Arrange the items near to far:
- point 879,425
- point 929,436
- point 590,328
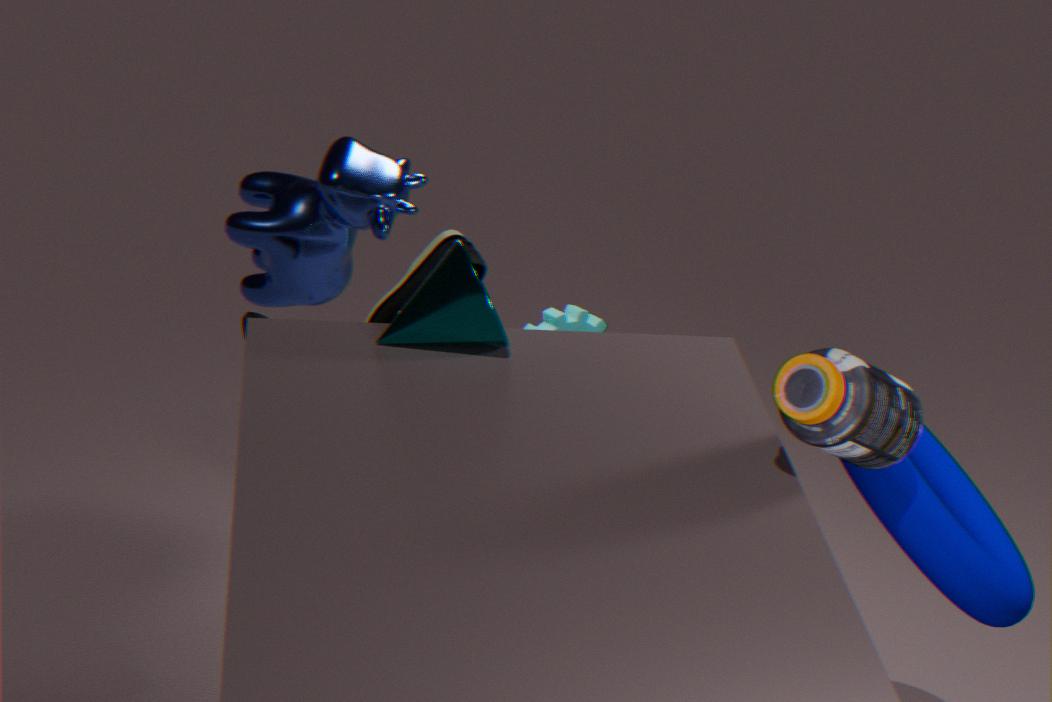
1. point 879,425
2. point 929,436
3. point 590,328
